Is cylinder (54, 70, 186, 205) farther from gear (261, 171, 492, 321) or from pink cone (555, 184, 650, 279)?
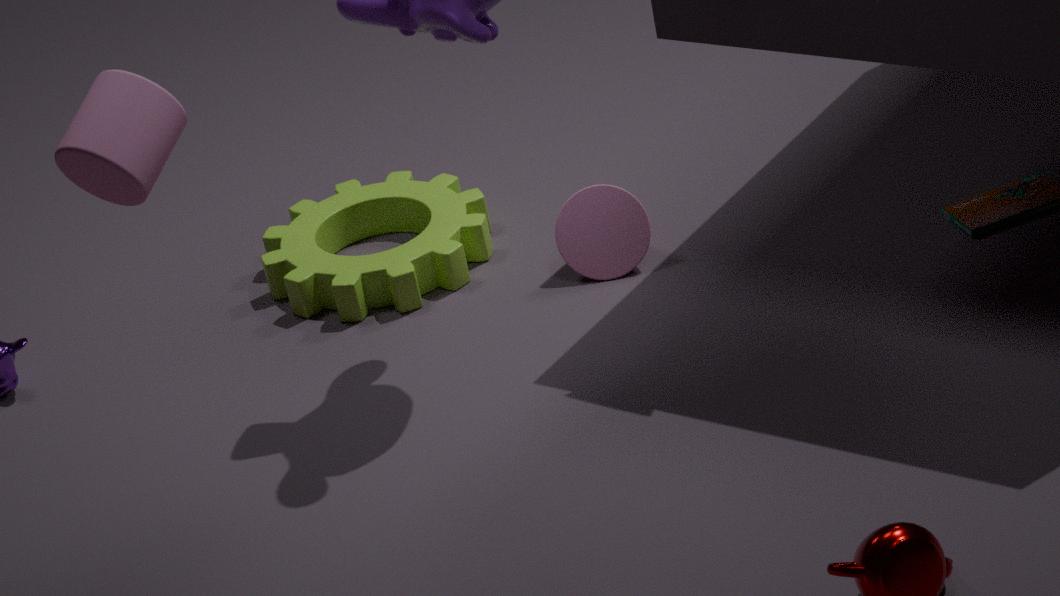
pink cone (555, 184, 650, 279)
